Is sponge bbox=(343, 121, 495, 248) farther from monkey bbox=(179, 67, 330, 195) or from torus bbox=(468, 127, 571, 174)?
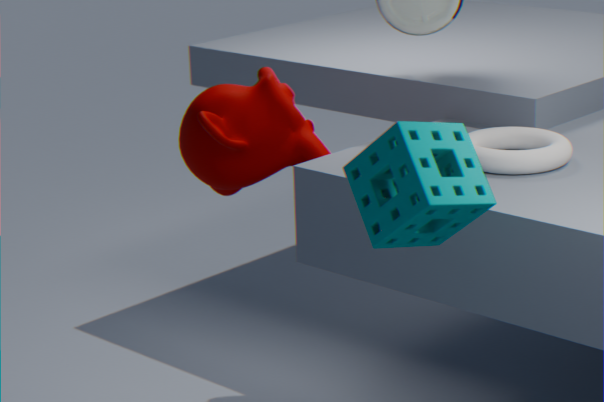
monkey bbox=(179, 67, 330, 195)
